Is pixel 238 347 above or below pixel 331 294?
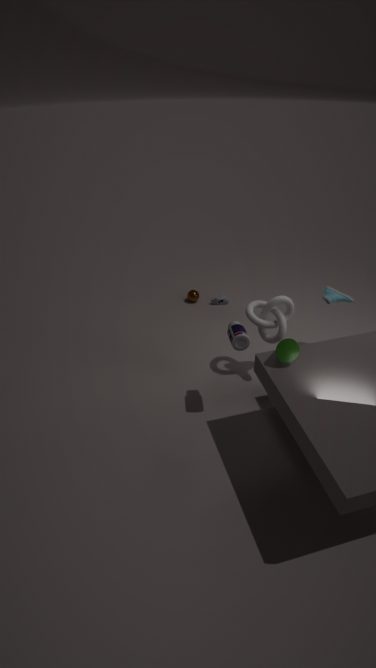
above
